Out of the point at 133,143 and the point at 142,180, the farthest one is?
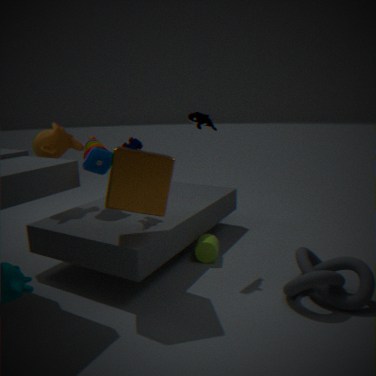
the point at 133,143
